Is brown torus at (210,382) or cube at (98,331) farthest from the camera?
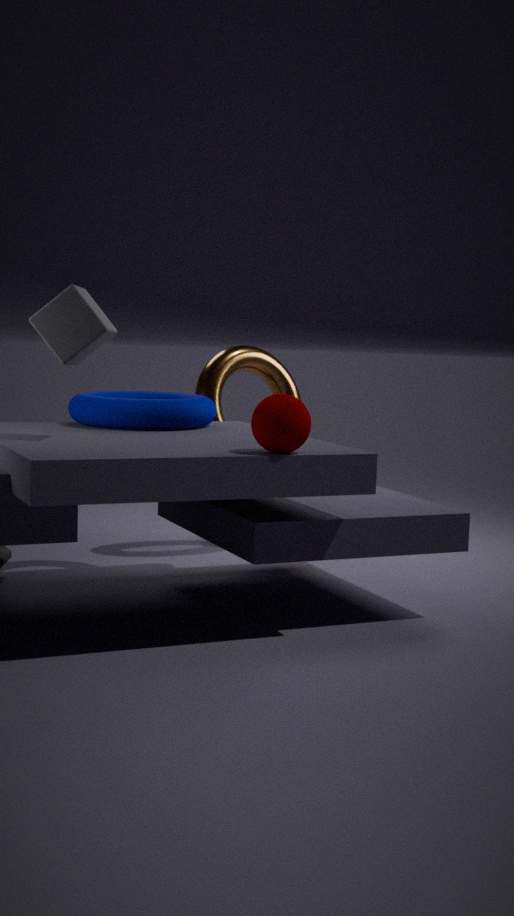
brown torus at (210,382)
